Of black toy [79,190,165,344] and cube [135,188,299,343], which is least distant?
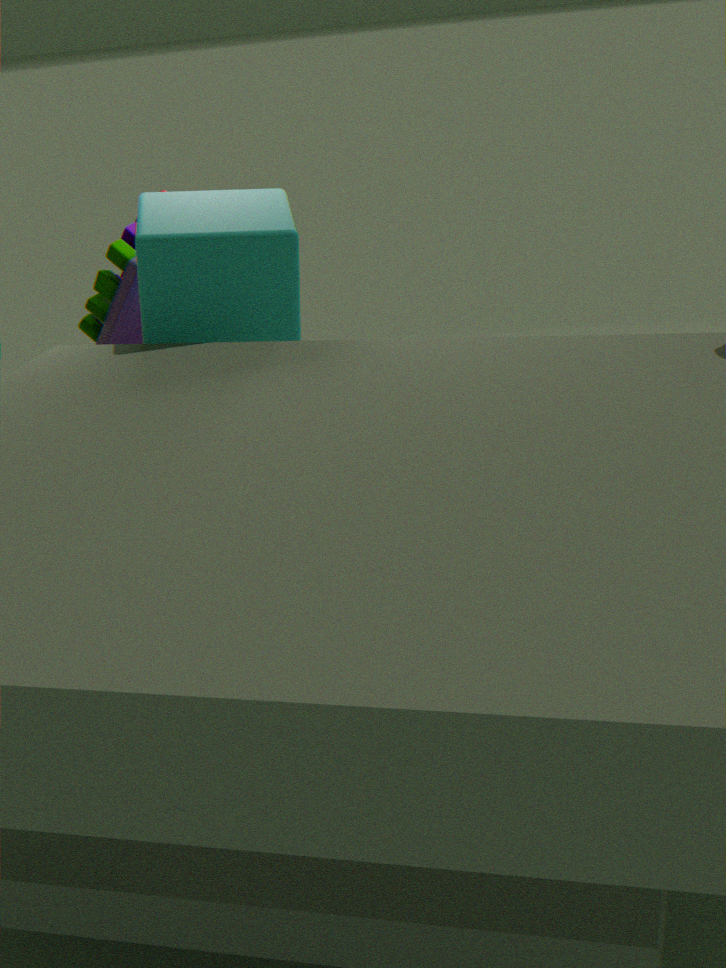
cube [135,188,299,343]
